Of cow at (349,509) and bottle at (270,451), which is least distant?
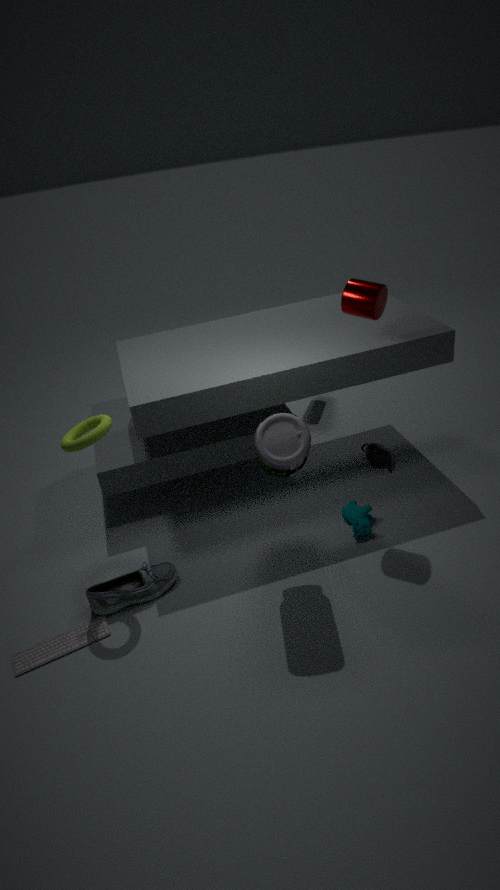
bottle at (270,451)
